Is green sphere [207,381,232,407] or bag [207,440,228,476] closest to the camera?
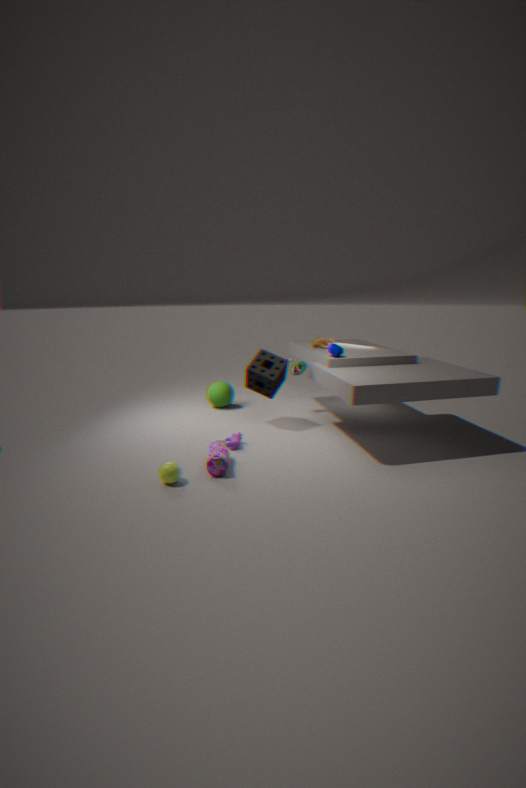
bag [207,440,228,476]
